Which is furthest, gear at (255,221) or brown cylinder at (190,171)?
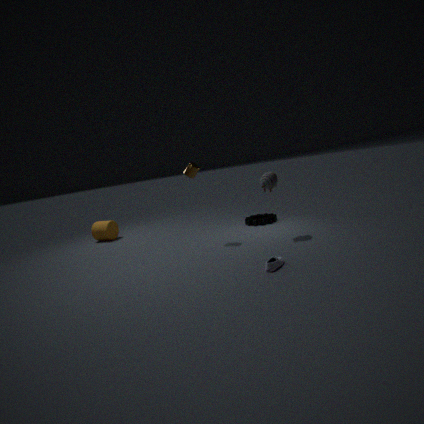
gear at (255,221)
